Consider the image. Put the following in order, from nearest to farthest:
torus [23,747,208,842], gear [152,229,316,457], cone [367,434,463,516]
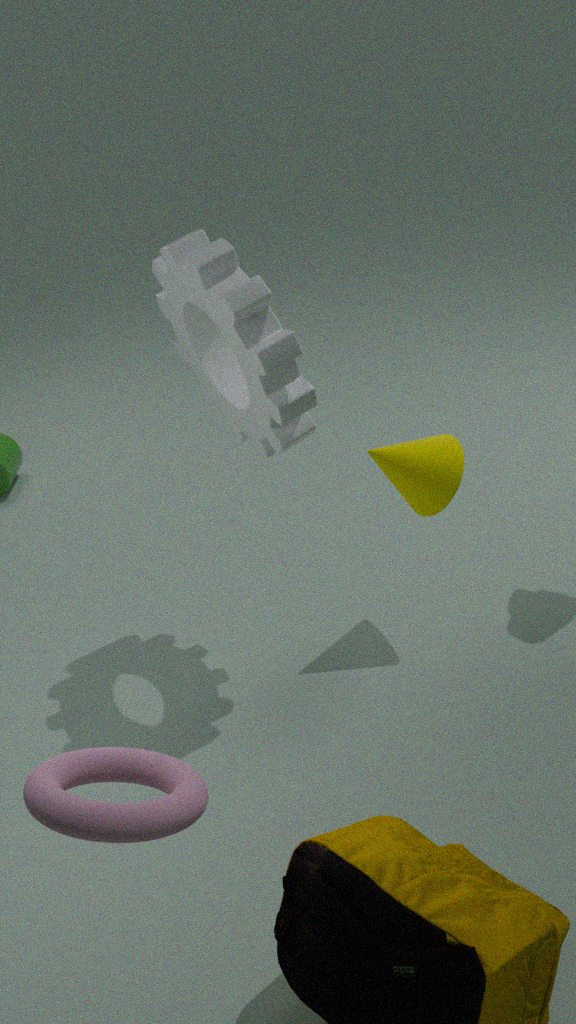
1. torus [23,747,208,842]
2. gear [152,229,316,457]
3. cone [367,434,463,516]
